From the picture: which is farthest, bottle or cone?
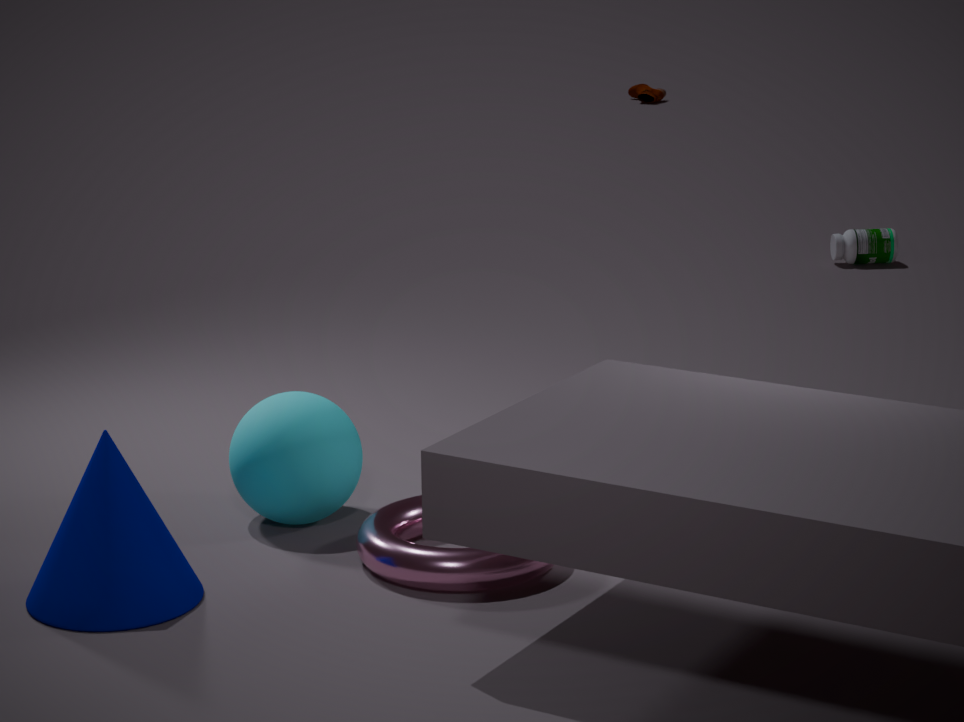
bottle
